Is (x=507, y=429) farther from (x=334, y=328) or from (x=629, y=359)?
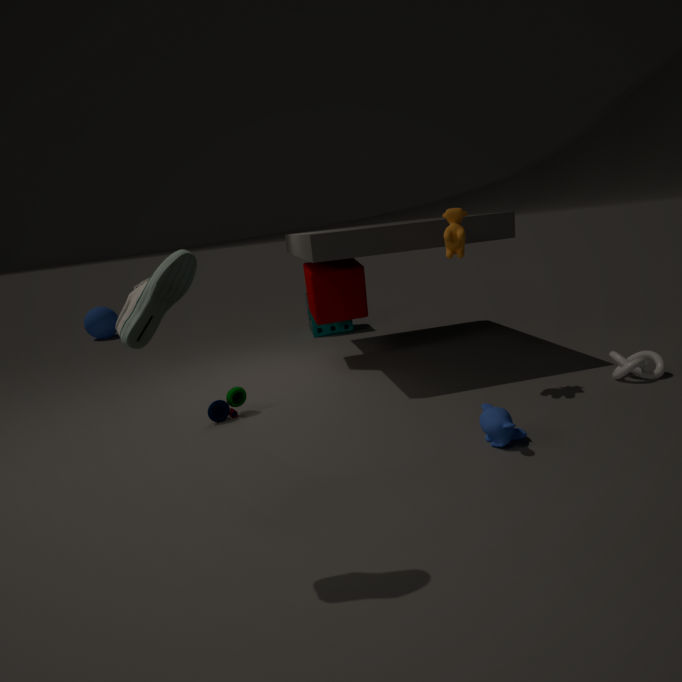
(x=334, y=328)
